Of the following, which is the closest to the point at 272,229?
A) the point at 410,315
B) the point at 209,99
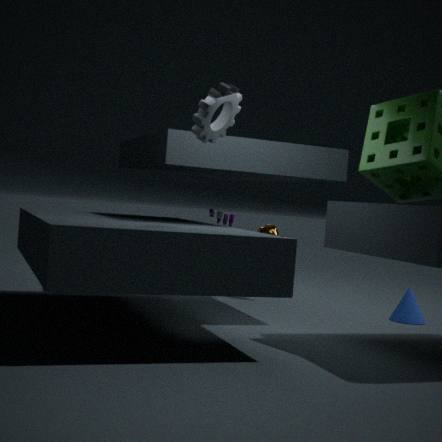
the point at 410,315
